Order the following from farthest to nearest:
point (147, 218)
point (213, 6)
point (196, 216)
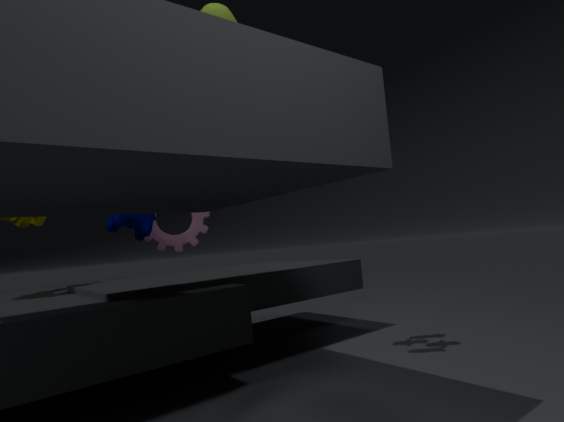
point (196, 216) → point (147, 218) → point (213, 6)
